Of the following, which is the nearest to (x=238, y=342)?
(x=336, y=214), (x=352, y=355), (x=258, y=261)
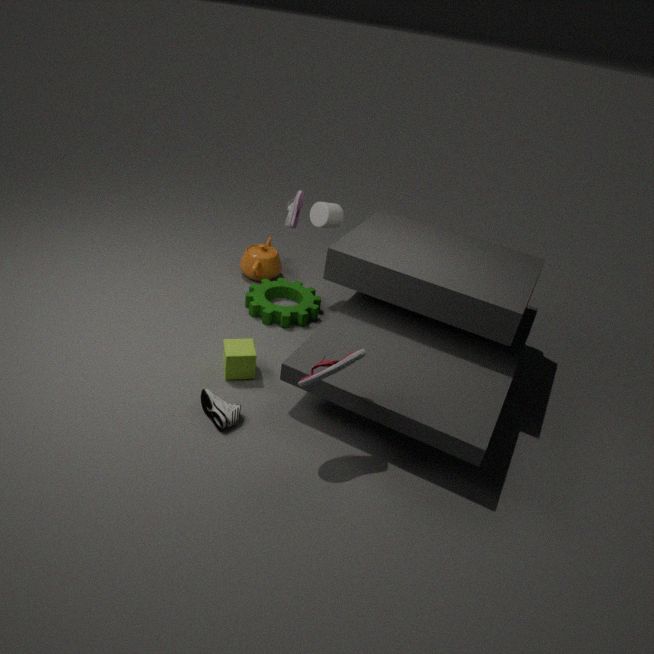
(x=352, y=355)
